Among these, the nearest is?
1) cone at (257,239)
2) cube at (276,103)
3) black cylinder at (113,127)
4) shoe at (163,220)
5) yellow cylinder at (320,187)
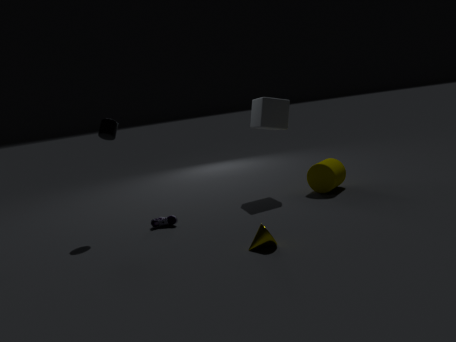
1. cone at (257,239)
